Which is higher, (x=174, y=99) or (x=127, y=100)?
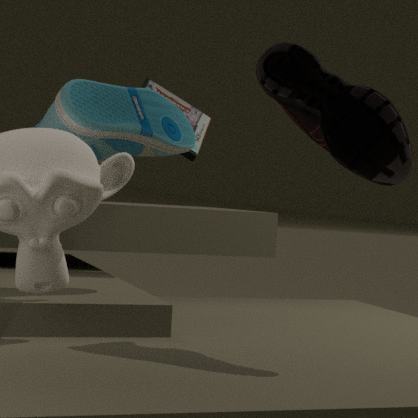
(x=174, y=99)
